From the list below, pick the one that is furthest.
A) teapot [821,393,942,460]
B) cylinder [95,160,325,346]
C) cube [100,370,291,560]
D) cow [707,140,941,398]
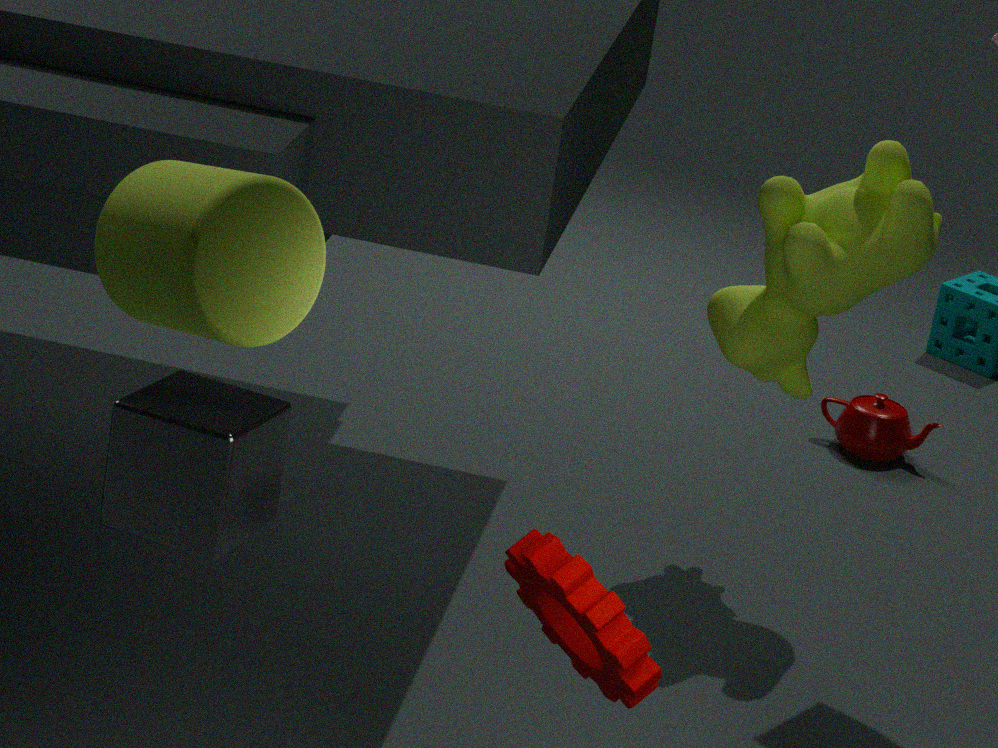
teapot [821,393,942,460]
